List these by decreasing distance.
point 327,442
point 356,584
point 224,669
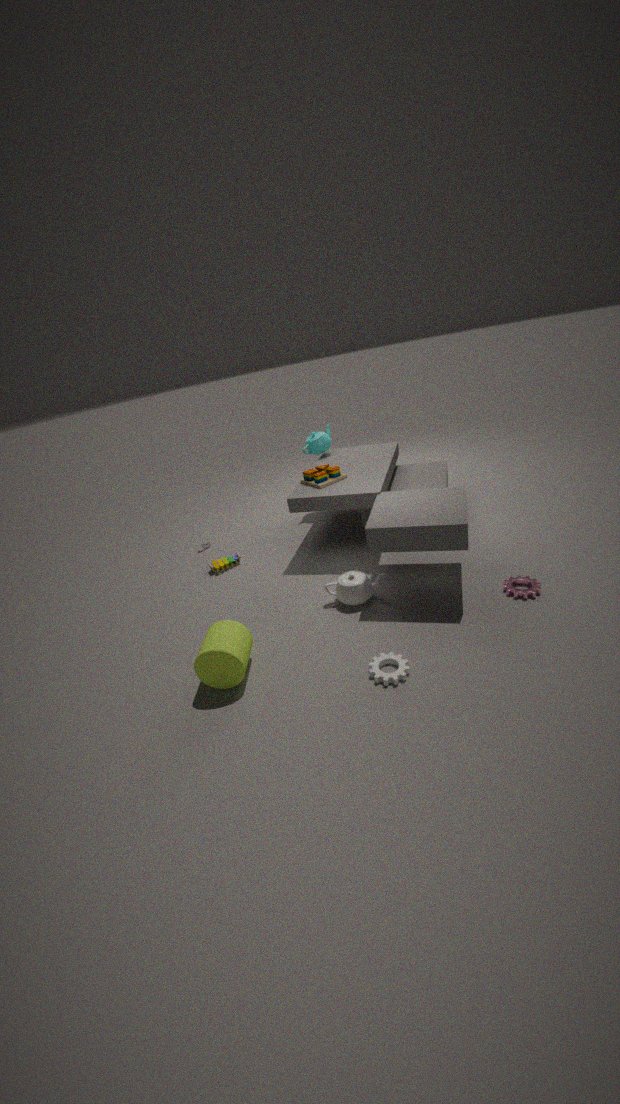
point 327,442
point 356,584
point 224,669
